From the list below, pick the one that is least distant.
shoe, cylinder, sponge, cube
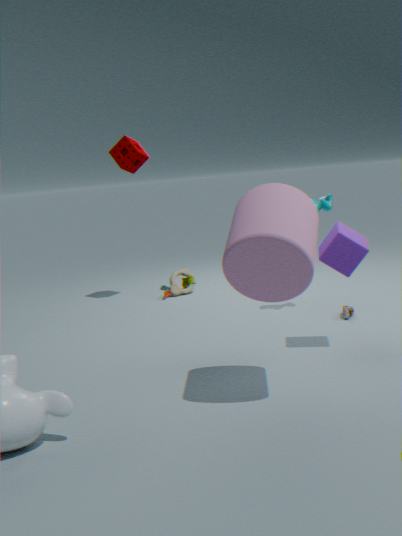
cylinder
